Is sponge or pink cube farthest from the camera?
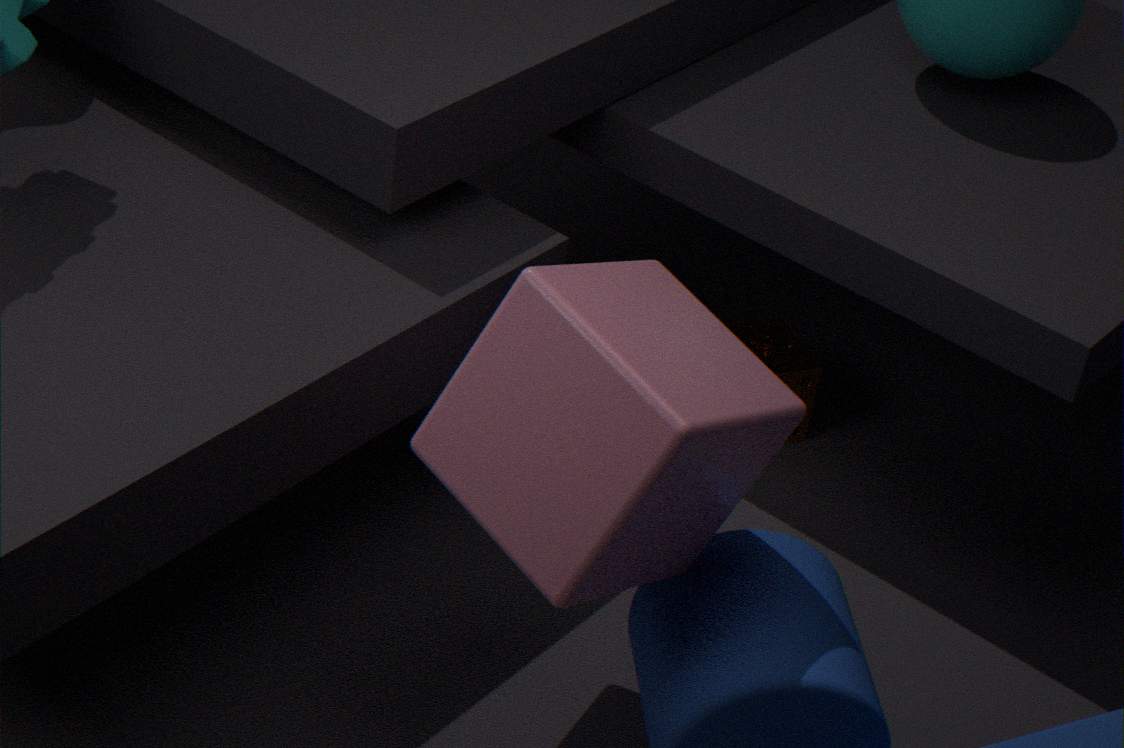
sponge
